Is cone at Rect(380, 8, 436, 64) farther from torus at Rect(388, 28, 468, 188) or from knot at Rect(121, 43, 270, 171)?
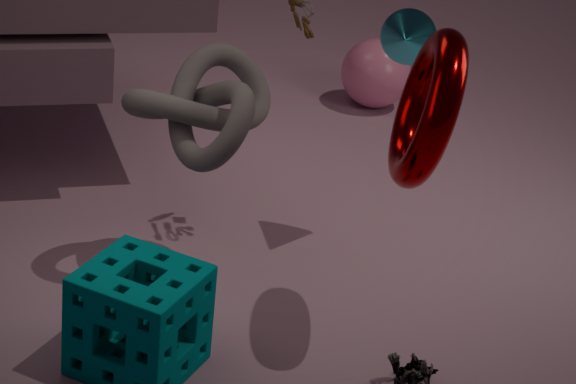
knot at Rect(121, 43, 270, 171)
